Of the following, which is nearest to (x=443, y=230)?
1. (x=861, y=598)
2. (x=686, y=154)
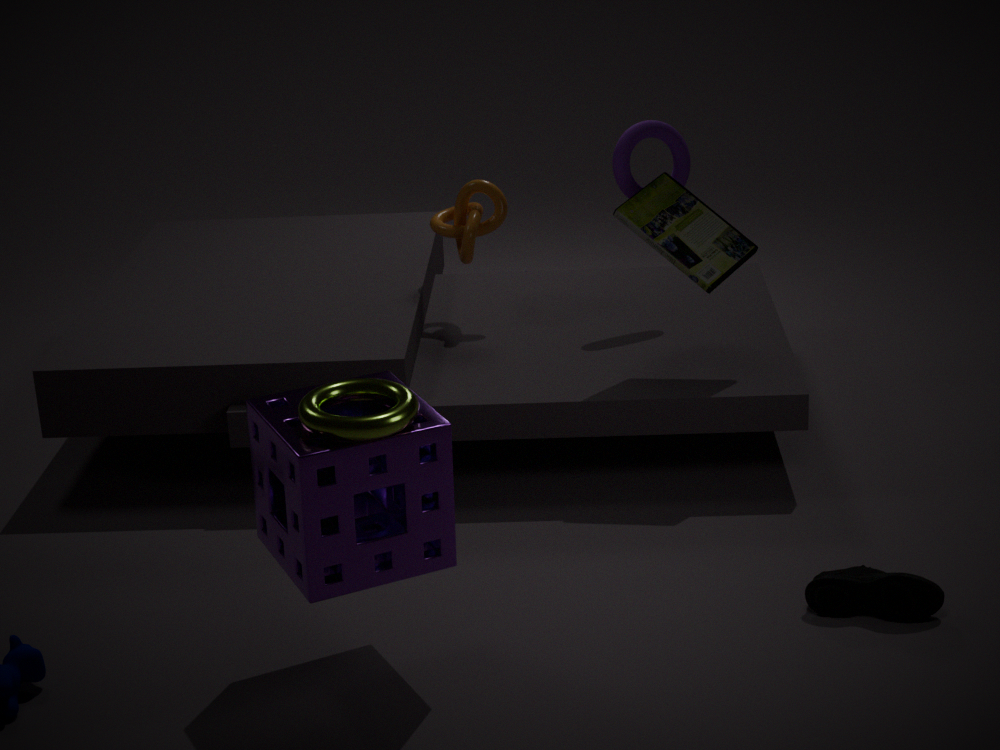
(x=686, y=154)
